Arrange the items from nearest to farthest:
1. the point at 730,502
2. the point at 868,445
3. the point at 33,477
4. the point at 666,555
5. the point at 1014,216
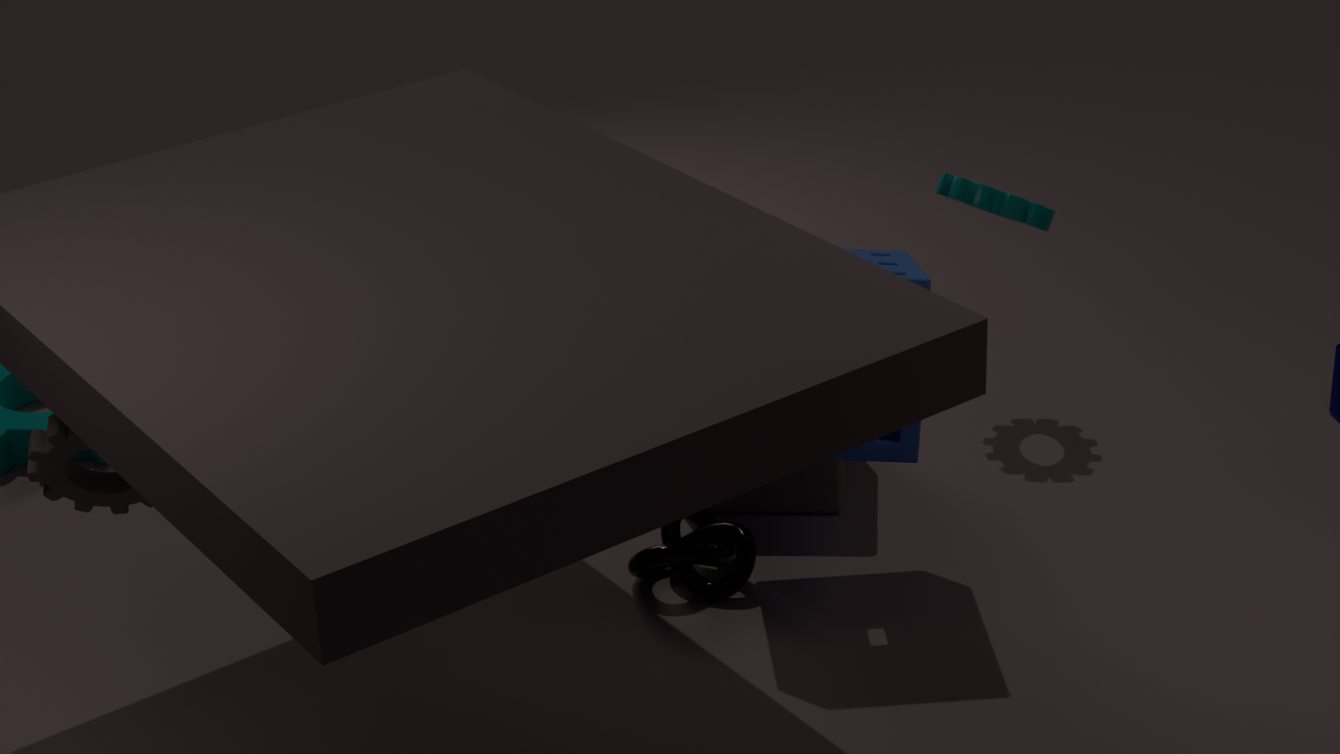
the point at 33,477 → the point at 868,445 → the point at 666,555 → the point at 730,502 → the point at 1014,216
